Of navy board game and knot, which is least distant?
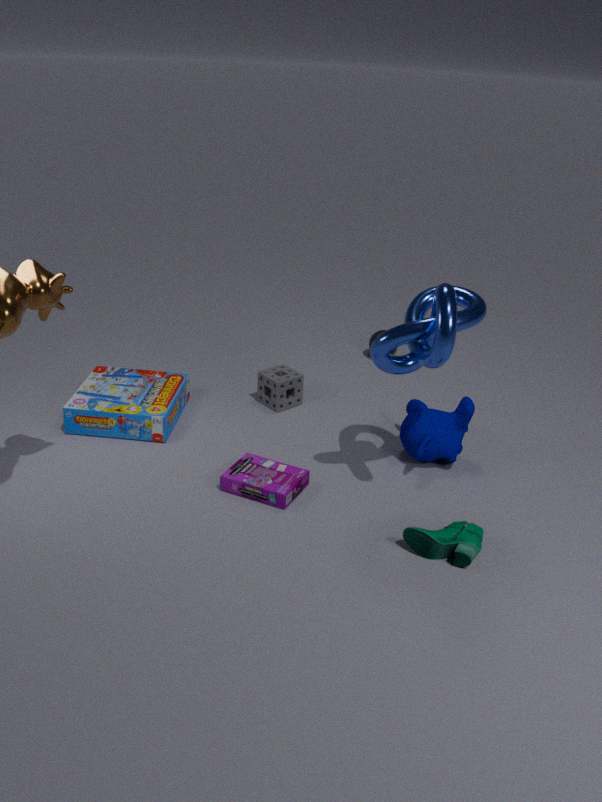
knot
